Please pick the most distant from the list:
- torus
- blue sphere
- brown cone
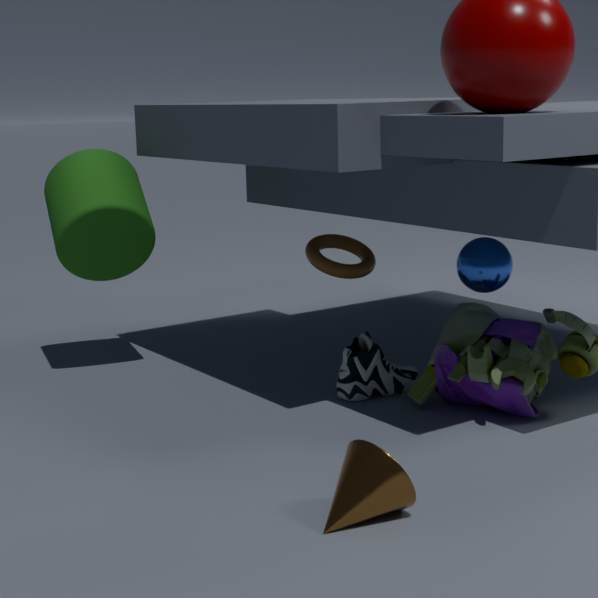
torus
